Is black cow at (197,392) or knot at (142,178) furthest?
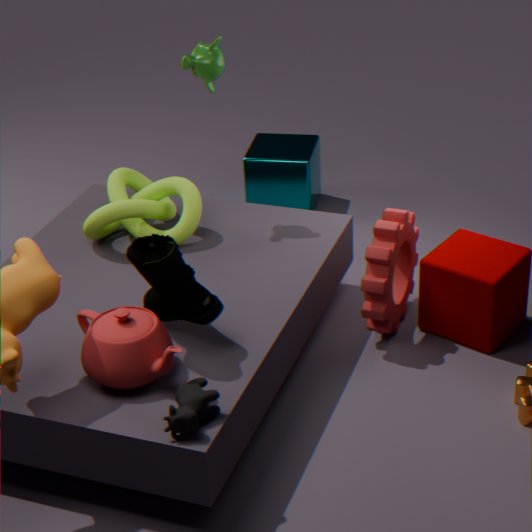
knot at (142,178)
